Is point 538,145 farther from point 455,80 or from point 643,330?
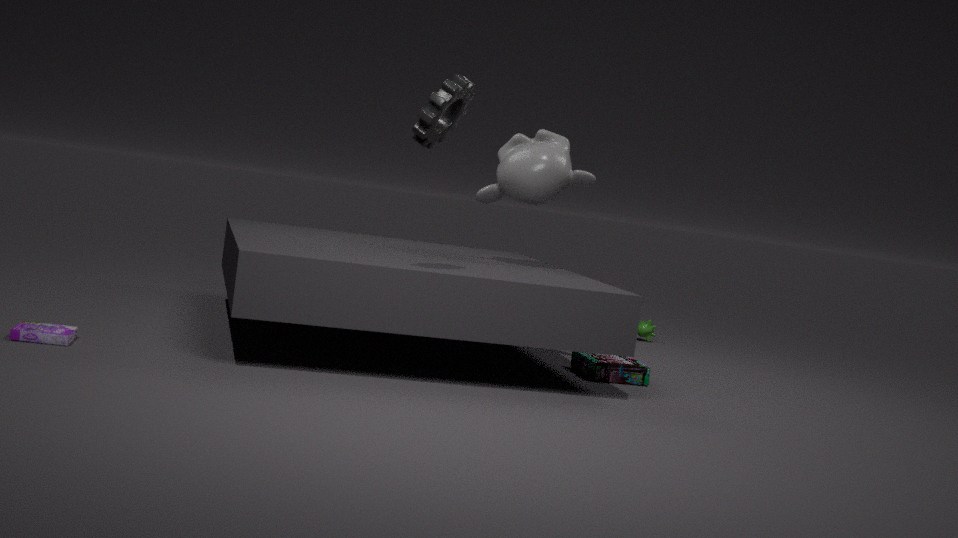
point 643,330
